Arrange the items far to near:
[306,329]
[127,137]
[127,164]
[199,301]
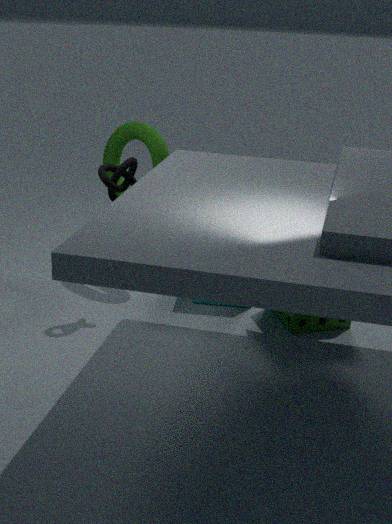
[127,137], [199,301], [306,329], [127,164]
